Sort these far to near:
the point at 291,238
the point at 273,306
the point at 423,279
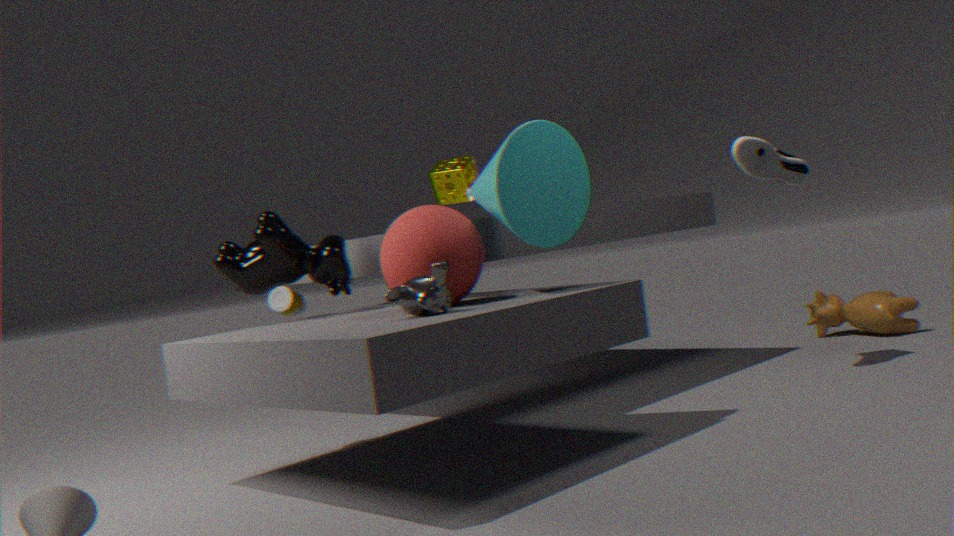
1. the point at 273,306
2. the point at 291,238
3. the point at 423,279
